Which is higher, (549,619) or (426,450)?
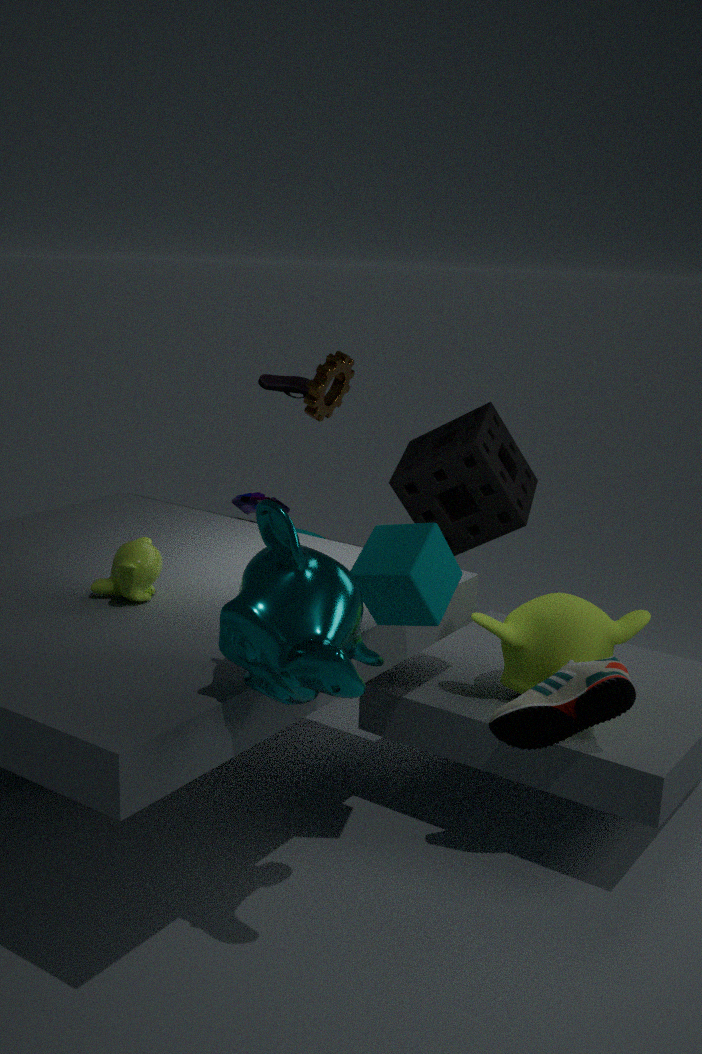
(426,450)
